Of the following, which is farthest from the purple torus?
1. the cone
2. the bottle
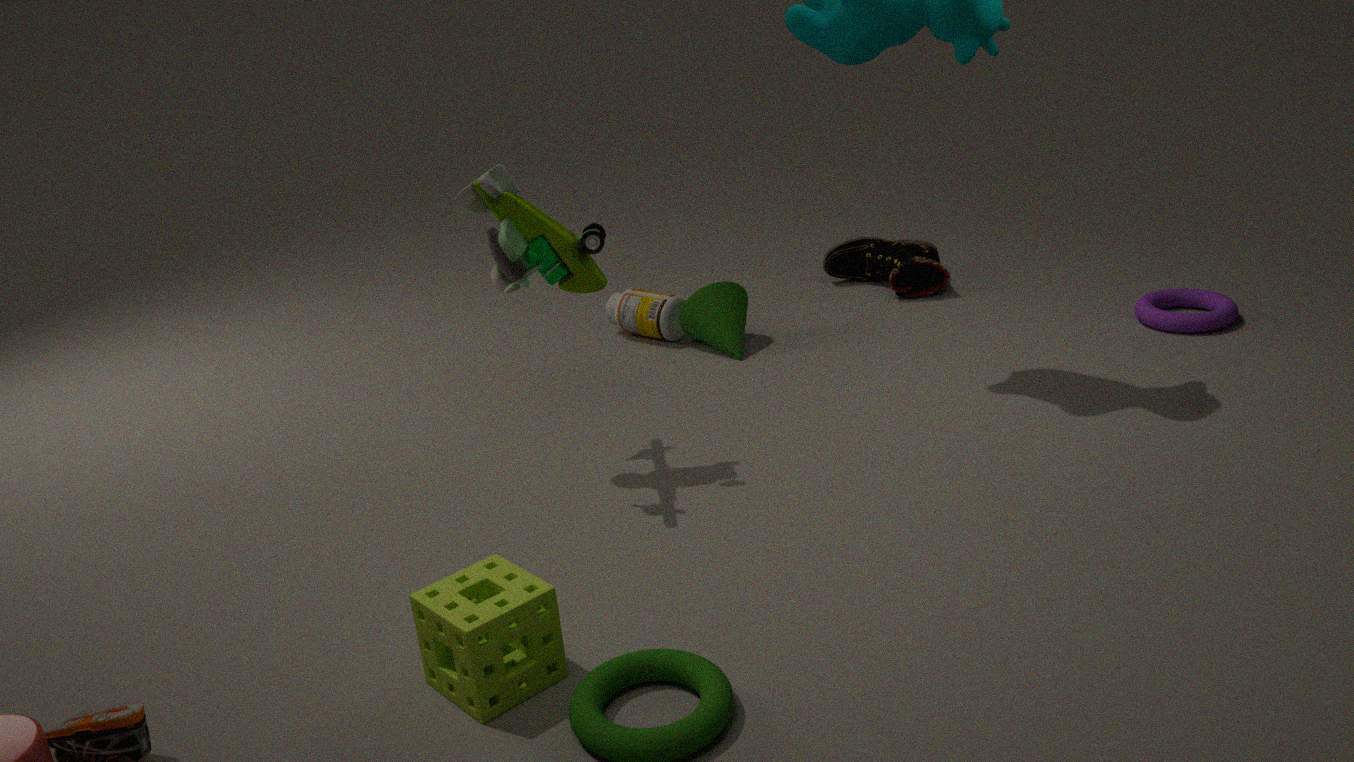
the bottle
